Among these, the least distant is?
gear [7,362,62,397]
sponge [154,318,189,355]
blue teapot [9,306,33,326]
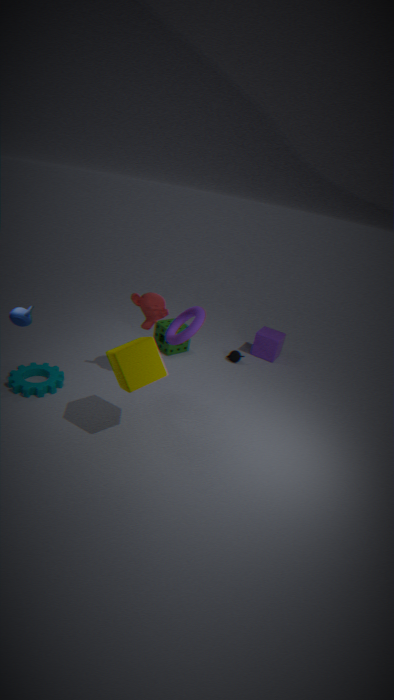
blue teapot [9,306,33,326]
